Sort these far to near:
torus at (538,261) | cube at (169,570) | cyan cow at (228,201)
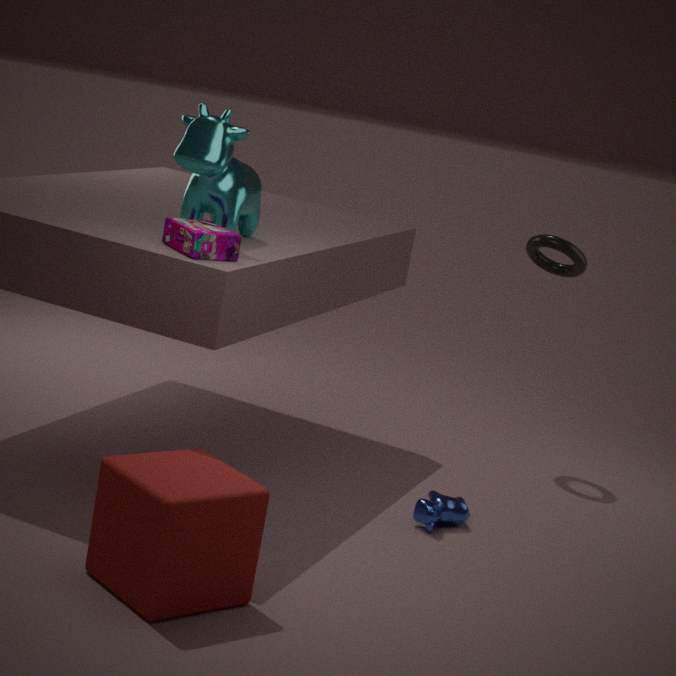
torus at (538,261), cyan cow at (228,201), cube at (169,570)
